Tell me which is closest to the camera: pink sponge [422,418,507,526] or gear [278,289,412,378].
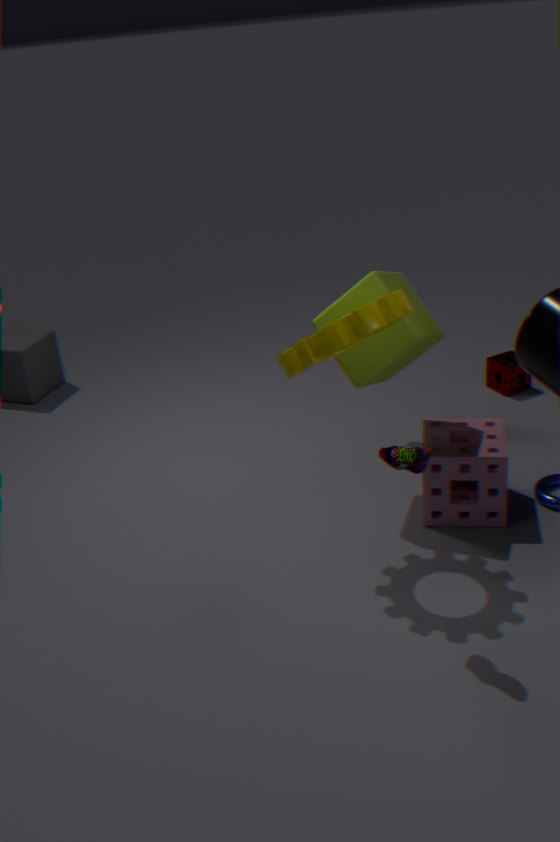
gear [278,289,412,378]
